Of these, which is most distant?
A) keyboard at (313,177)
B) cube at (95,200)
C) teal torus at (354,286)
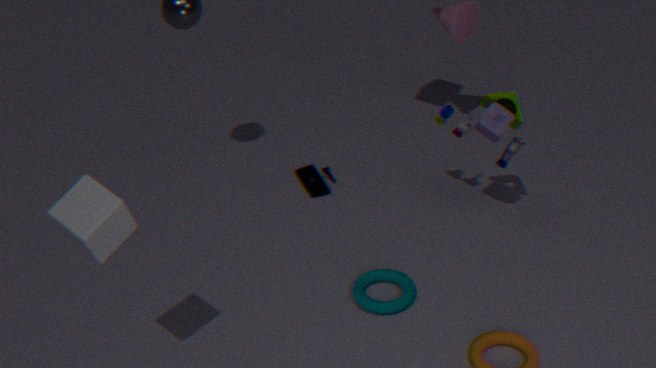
keyboard at (313,177)
